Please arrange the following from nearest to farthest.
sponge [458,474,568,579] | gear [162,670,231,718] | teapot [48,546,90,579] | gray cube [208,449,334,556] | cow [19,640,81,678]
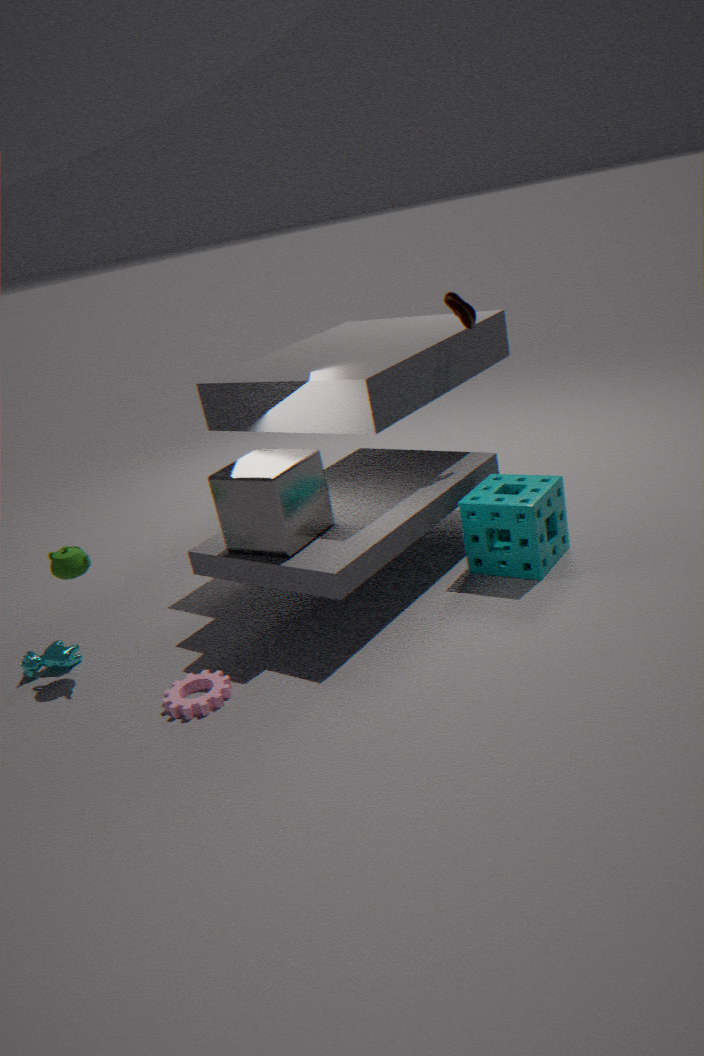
gear [162,670,231,718] < gray cube [208,449,334,556] < teapot [48,546,90,579] < sponge [458,474,568,579] < cow [19,640,81,678]
